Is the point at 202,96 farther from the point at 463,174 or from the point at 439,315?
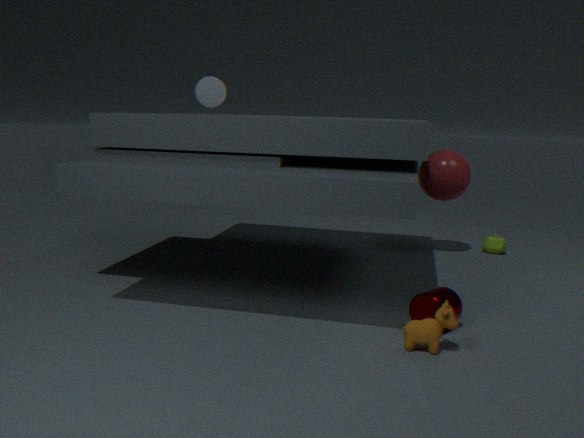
the point at 439,315
